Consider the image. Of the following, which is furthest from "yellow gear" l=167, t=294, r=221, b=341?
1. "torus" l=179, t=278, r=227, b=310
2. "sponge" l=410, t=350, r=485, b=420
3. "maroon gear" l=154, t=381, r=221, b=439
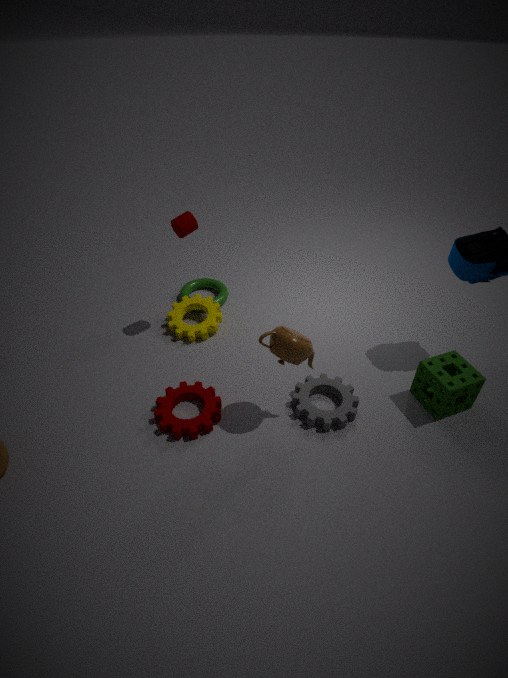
"sponge" l=410, t=350, r=485, b=420
